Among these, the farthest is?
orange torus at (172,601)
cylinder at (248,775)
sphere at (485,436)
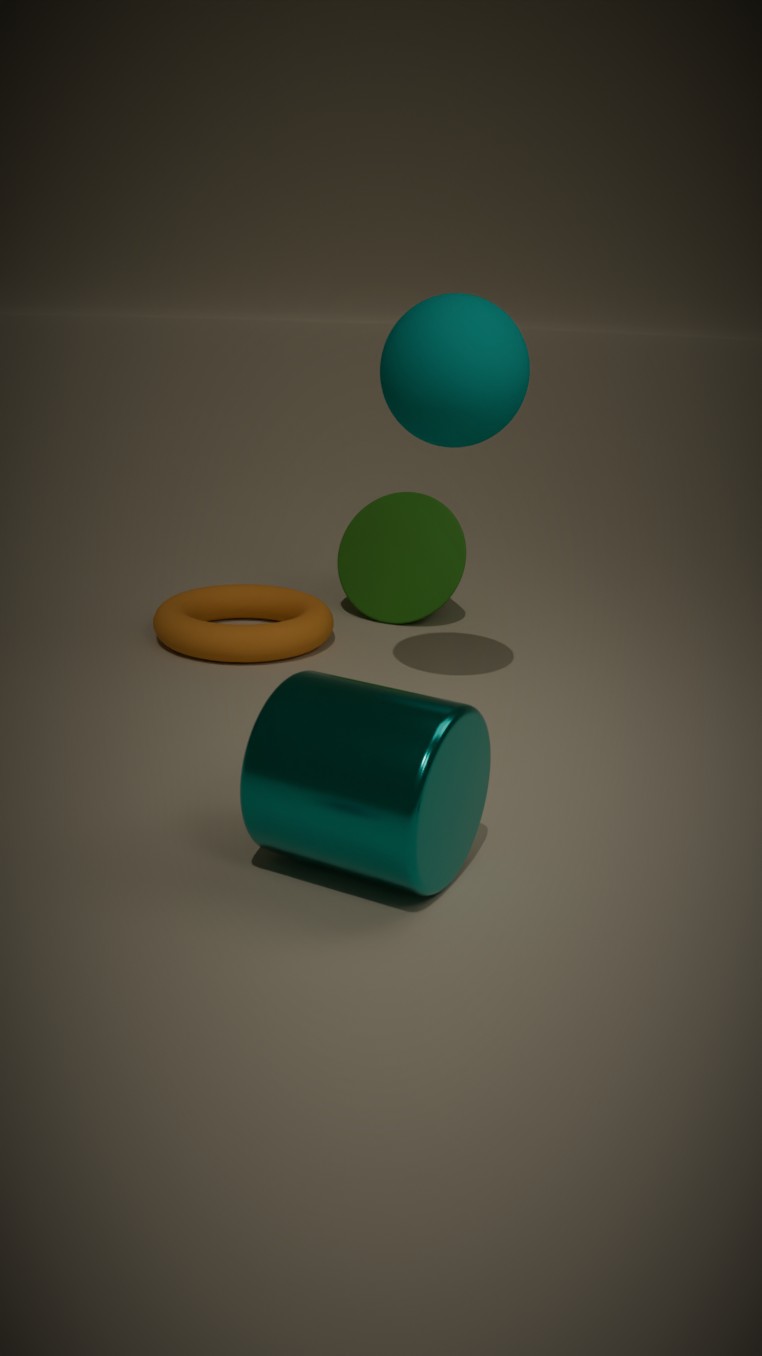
orange torus at (172,601)
